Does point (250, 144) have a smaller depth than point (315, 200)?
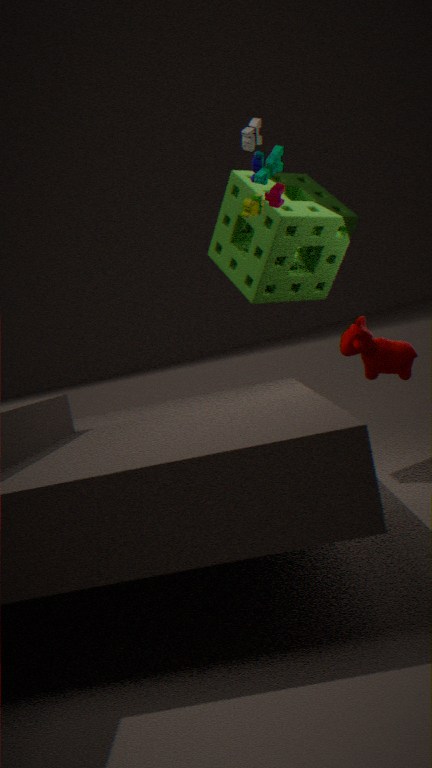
Yes
